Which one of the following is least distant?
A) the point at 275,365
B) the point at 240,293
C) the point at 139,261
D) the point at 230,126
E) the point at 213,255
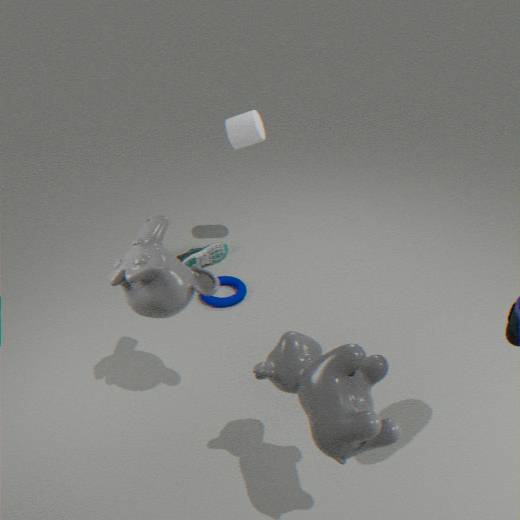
the point at 275,365
